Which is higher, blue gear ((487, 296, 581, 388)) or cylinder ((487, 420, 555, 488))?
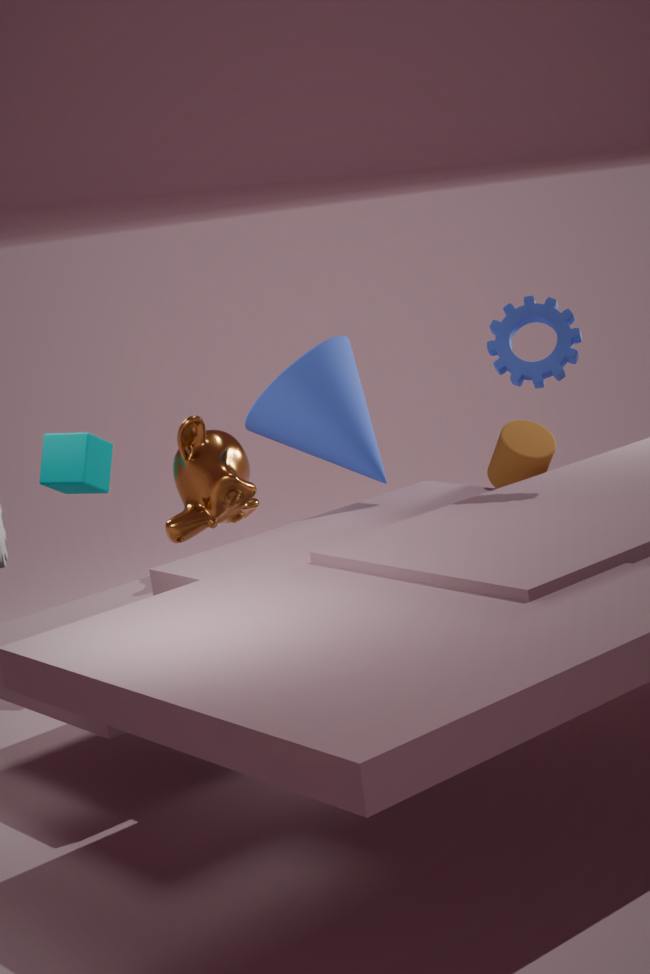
blue gear ((487, 296, 581, 388))
